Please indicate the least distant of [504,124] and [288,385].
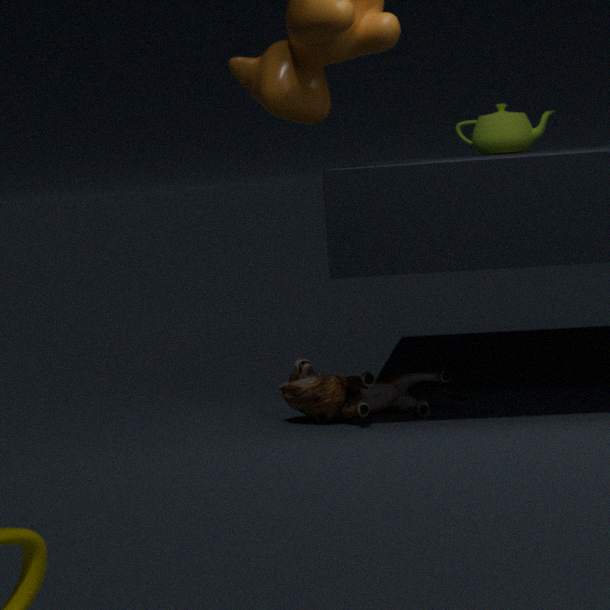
[288,385]
